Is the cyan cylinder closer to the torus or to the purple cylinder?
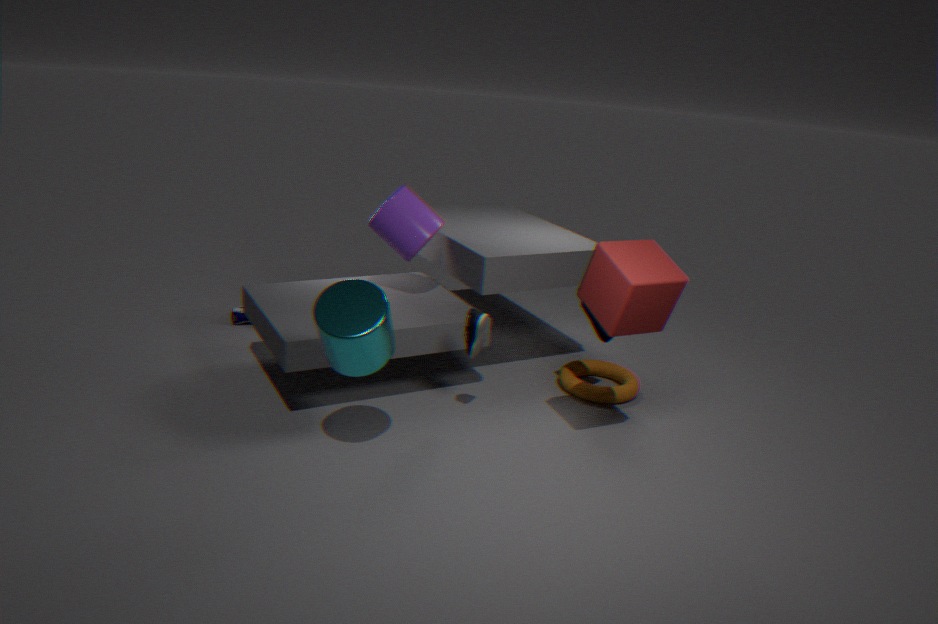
the purple cylinder
